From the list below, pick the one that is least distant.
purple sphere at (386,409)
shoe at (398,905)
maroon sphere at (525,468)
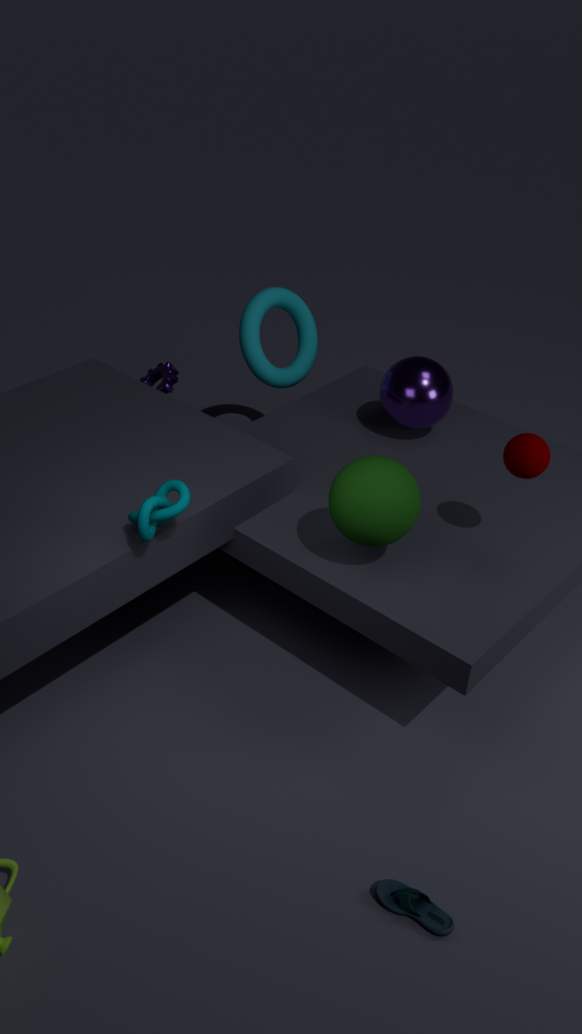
shoe at (398,905)
